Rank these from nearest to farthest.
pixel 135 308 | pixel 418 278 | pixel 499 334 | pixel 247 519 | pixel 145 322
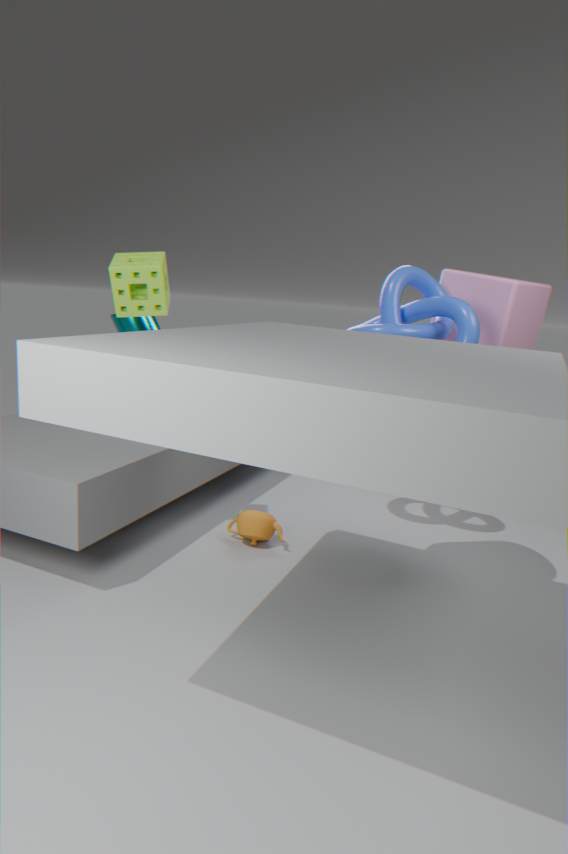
pixel 135 308 → pixel 247 519 → pixel 499 334 → pixel 418 278 → pixel 145 322
